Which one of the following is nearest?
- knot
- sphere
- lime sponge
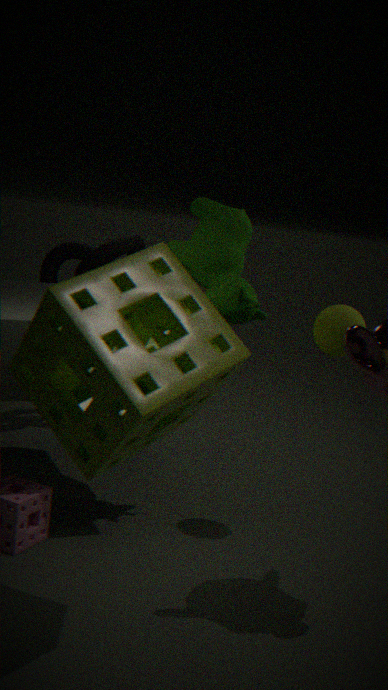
lime sponge
